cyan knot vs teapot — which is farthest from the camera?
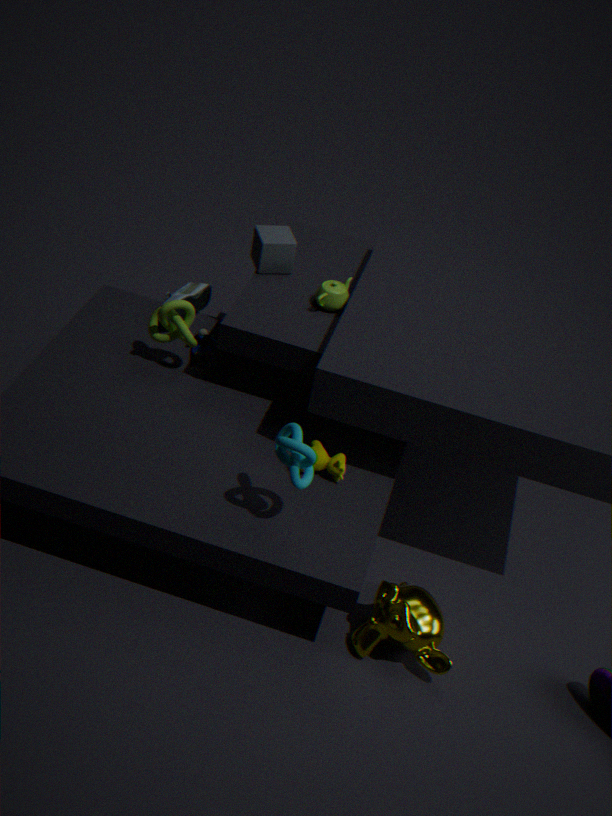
teapot
